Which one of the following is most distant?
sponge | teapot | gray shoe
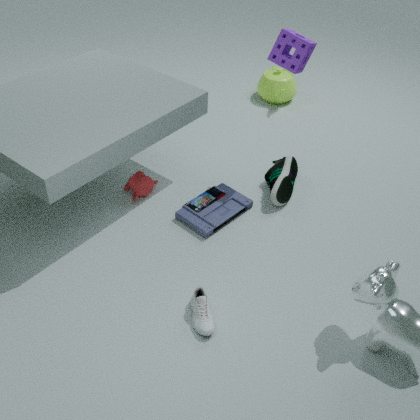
teapot
